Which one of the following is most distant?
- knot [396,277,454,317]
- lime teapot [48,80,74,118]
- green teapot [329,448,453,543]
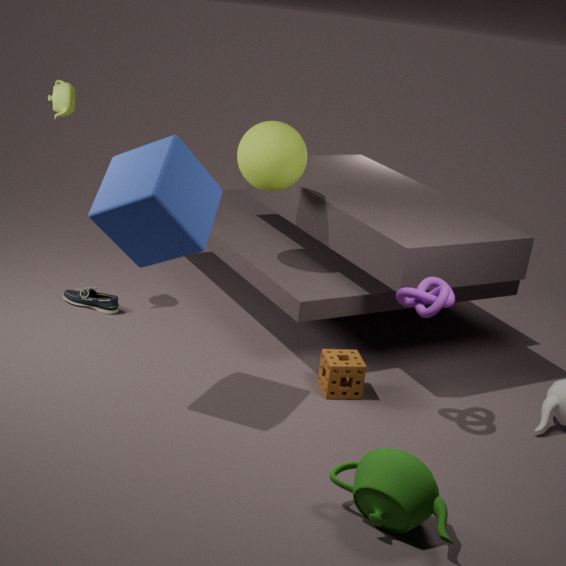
lime teapot [48,80,74,118]
